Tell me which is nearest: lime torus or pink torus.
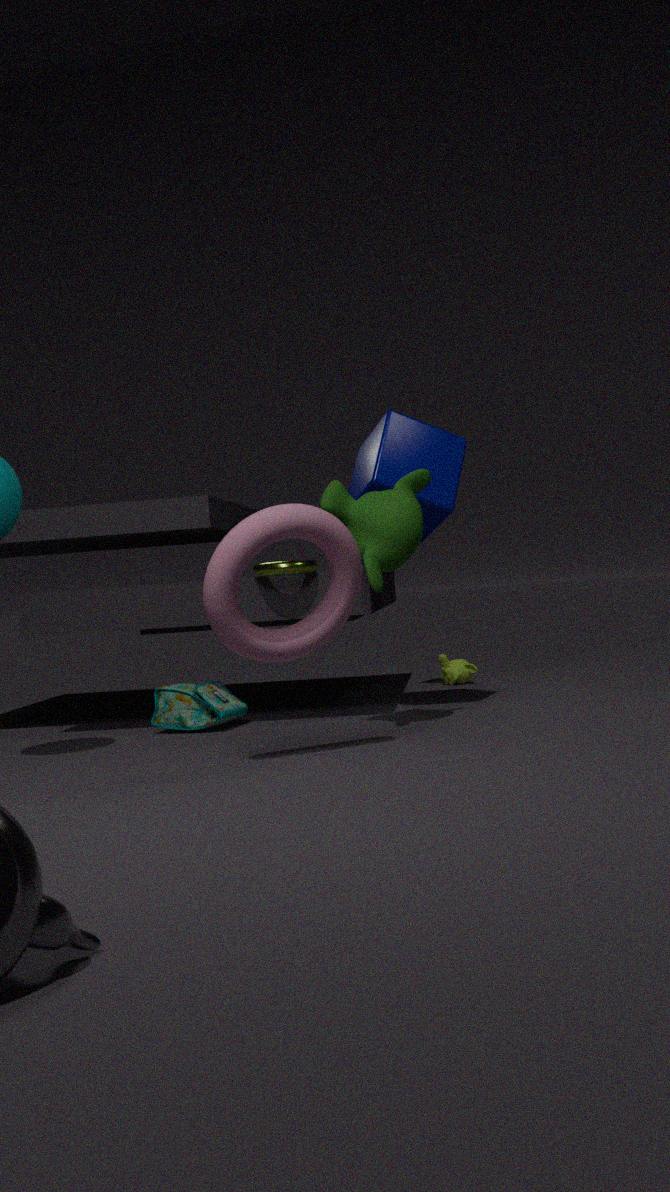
pink torus
